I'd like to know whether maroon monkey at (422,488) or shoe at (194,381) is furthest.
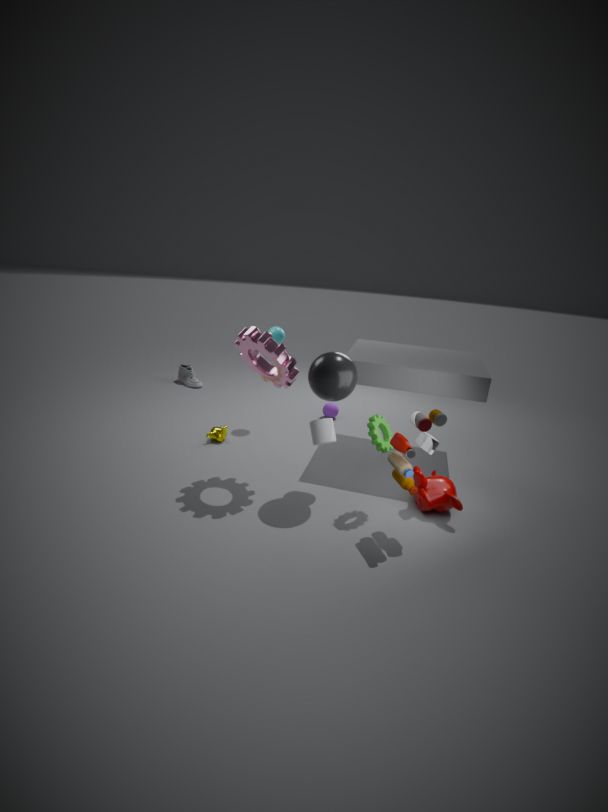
shoe at (194,381)
